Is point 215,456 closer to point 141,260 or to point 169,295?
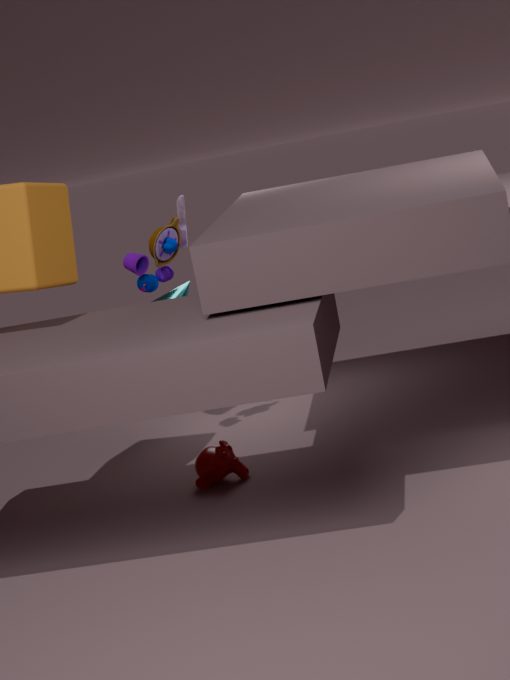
point 141,260
